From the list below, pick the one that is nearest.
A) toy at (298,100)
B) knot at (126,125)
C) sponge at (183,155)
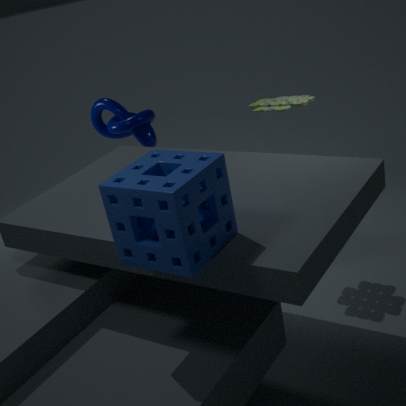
sponge at (183,155)
